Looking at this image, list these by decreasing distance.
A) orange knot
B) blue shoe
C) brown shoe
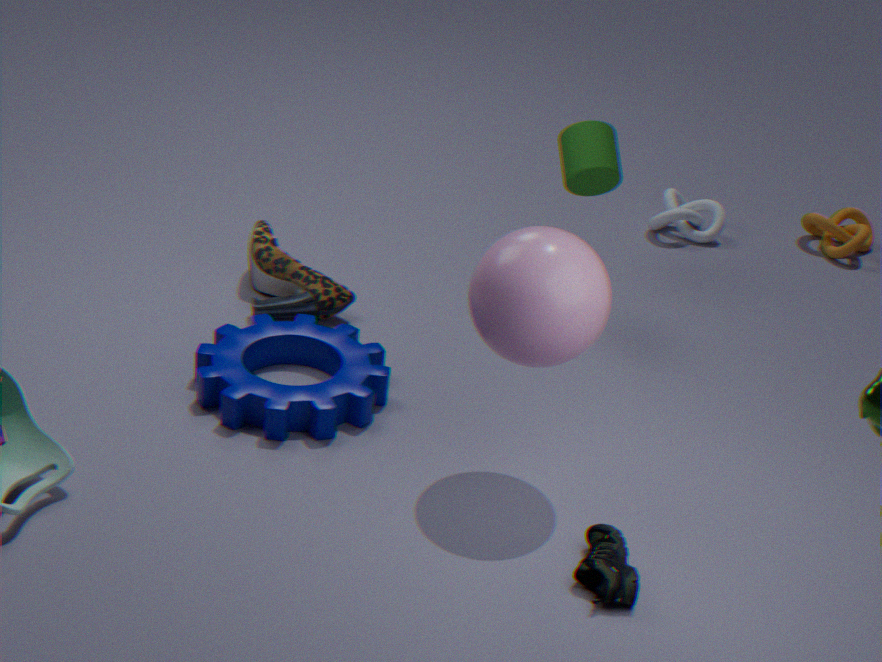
orange knot → brown shoe → blue shoe
